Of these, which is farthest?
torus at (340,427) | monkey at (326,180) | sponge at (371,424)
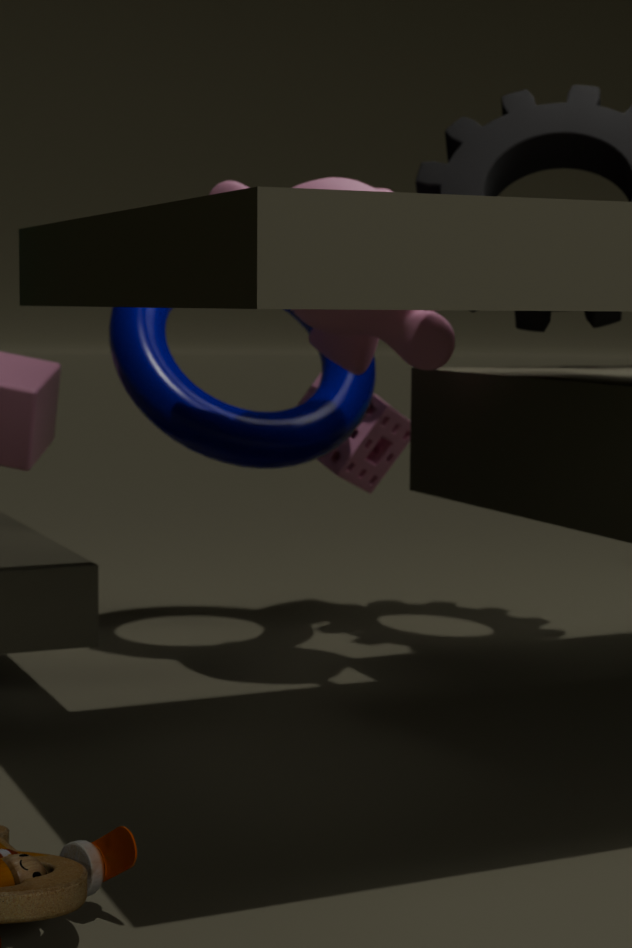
sponge at (371,424)
